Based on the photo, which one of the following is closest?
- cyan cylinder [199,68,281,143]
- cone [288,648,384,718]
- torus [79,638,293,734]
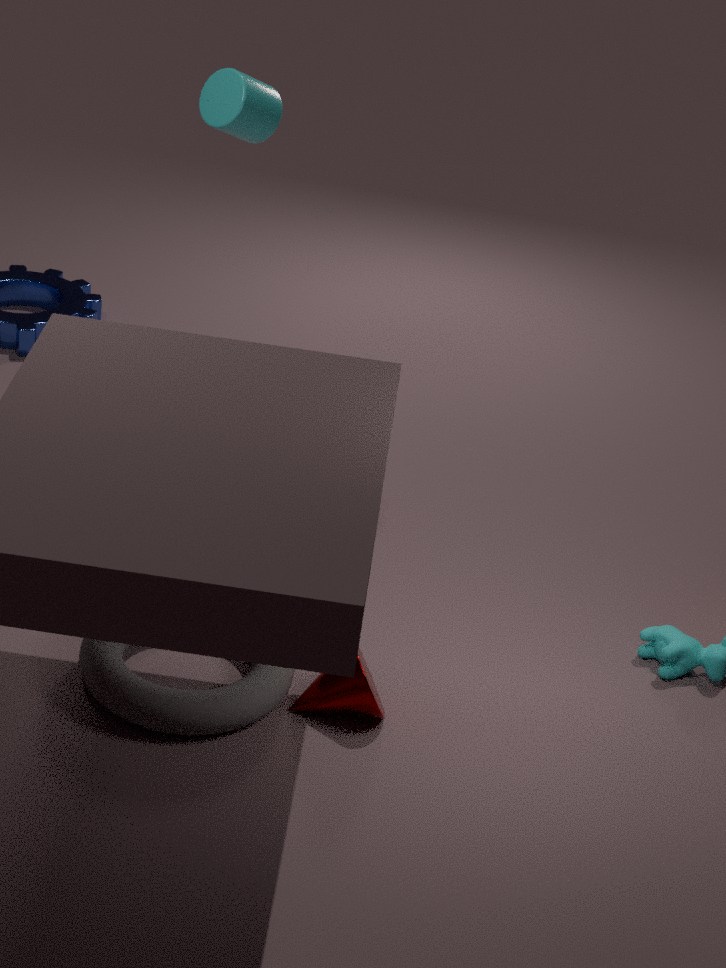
torus [79,638,293,734]
